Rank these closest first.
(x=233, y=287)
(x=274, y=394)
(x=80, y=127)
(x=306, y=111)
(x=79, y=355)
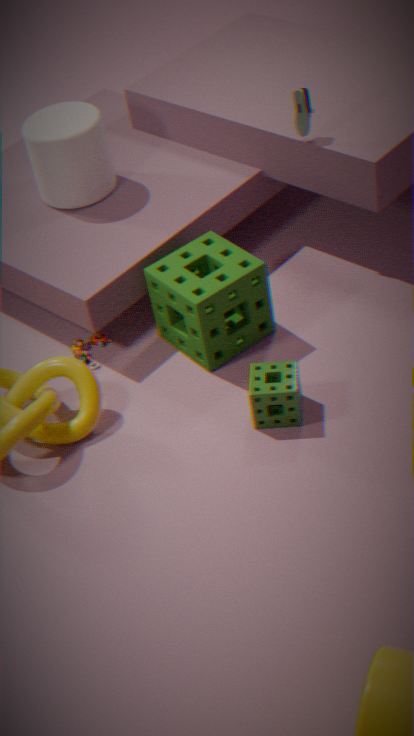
(x=274, y=394) → (x=233, y=287) → (x=306, y=111) → (x=79, y=355) → (x=80, y=127)
